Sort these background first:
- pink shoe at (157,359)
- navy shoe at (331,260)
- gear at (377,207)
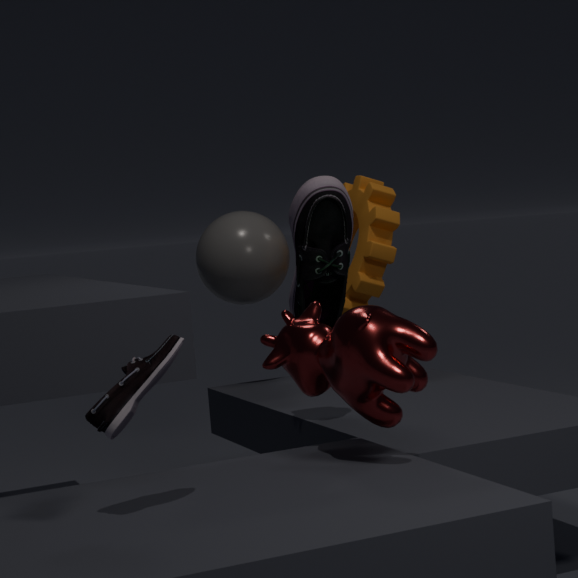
1. gear at (377,207)
2. navy shoe at (331,260)
3. pink shoe at (157,359)
